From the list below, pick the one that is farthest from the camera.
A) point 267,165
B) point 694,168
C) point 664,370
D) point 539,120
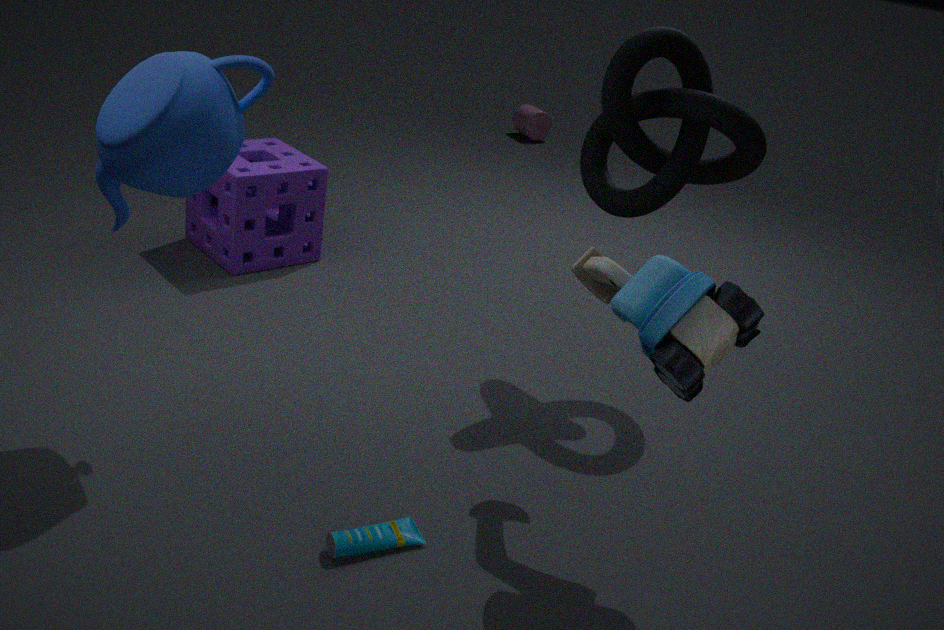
point 539,120
